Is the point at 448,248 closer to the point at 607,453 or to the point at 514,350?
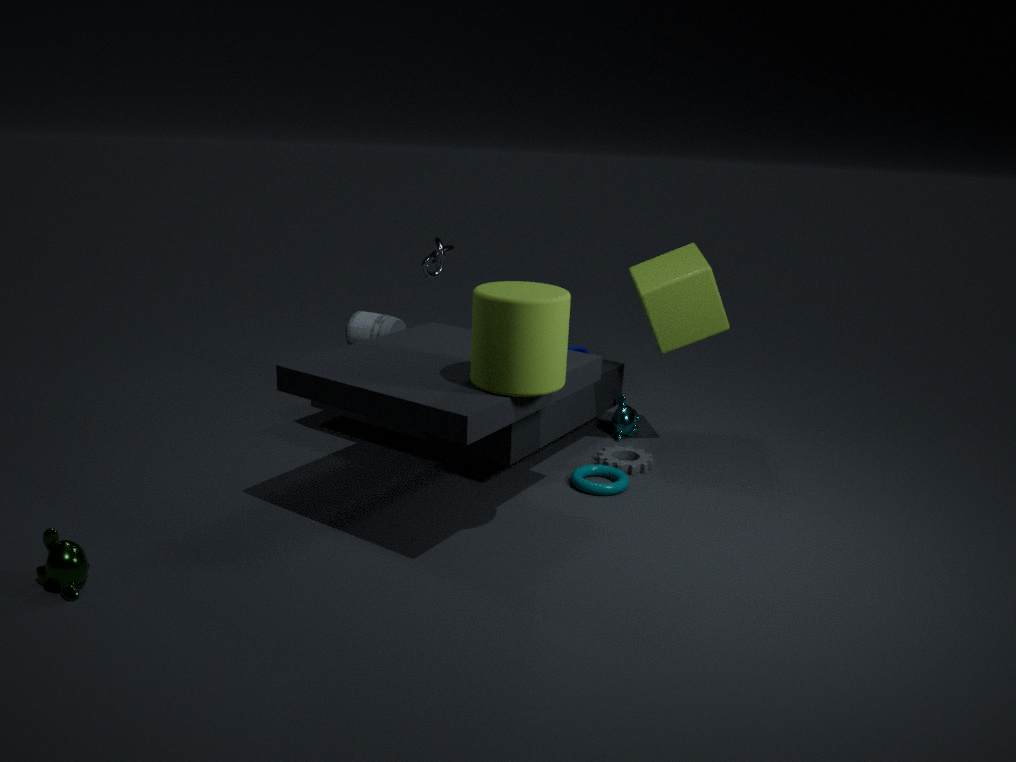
the point at 607,453
